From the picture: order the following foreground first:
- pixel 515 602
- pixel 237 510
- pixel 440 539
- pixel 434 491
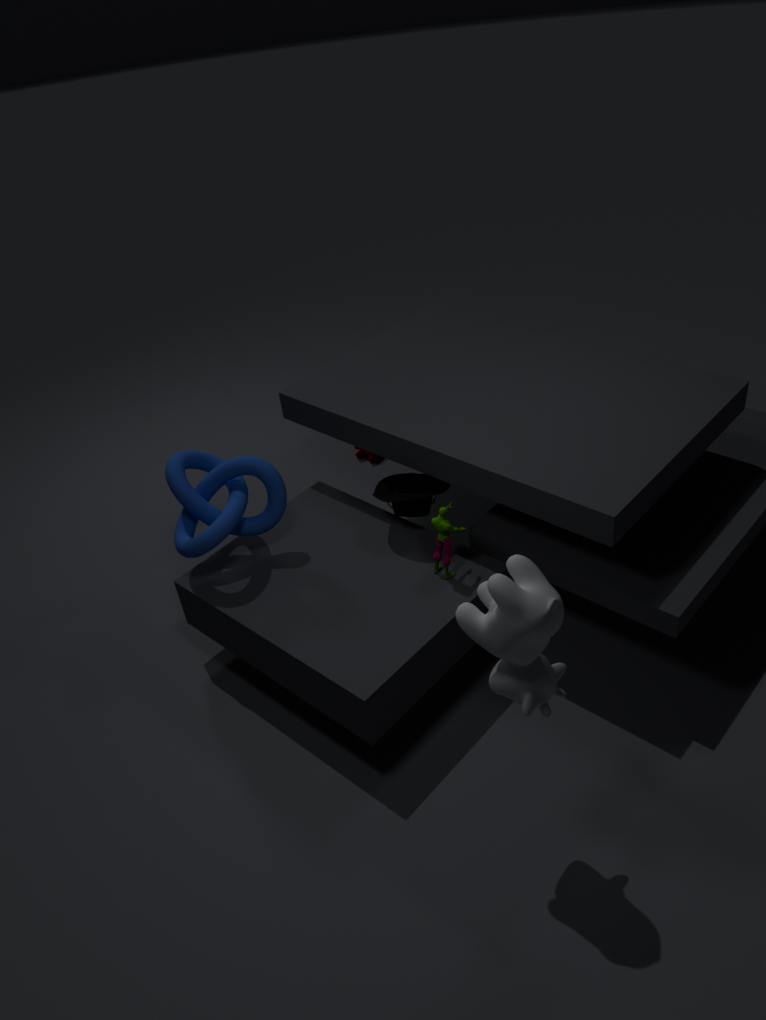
pixel 515 602, pixel 440 539, pixel 237 510, pixel 434 491
